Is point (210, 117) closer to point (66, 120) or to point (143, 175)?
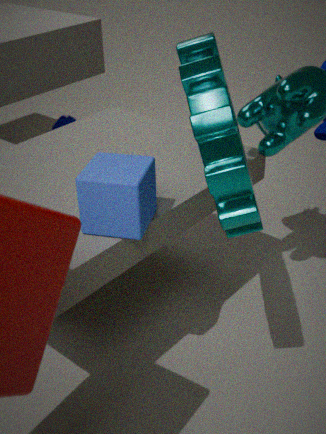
point (143, 175)
